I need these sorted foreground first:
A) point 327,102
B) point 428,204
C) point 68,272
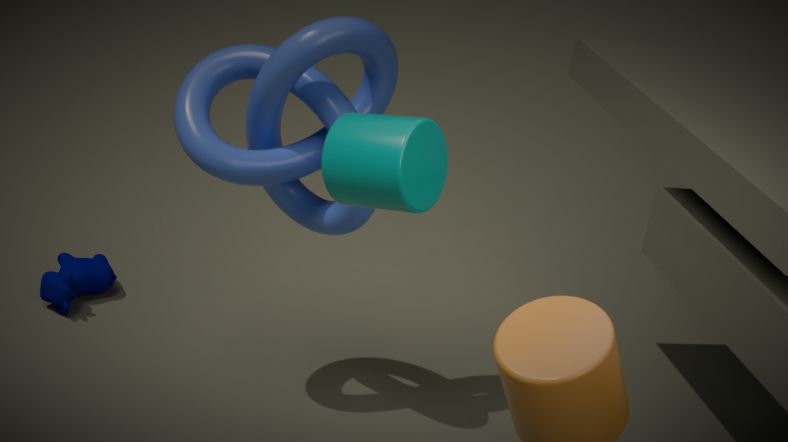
point 428,204, point 327,102, point 68,272
